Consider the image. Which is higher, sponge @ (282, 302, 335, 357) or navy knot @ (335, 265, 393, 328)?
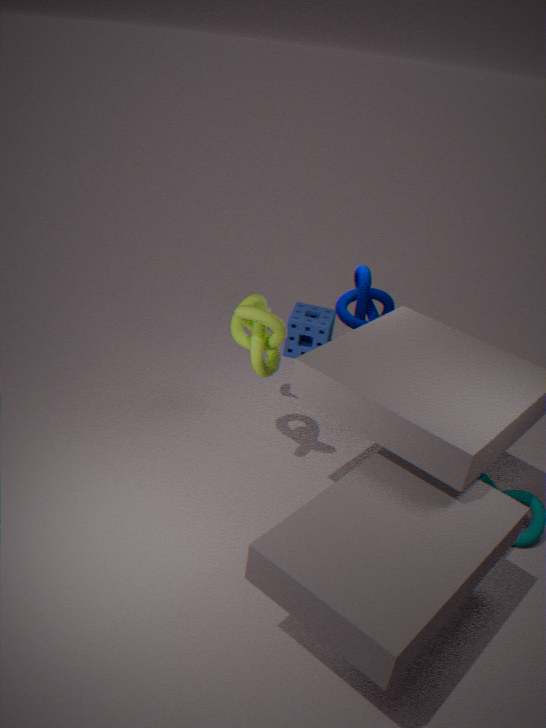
navy knot @ (335, 265, 393, 328)
